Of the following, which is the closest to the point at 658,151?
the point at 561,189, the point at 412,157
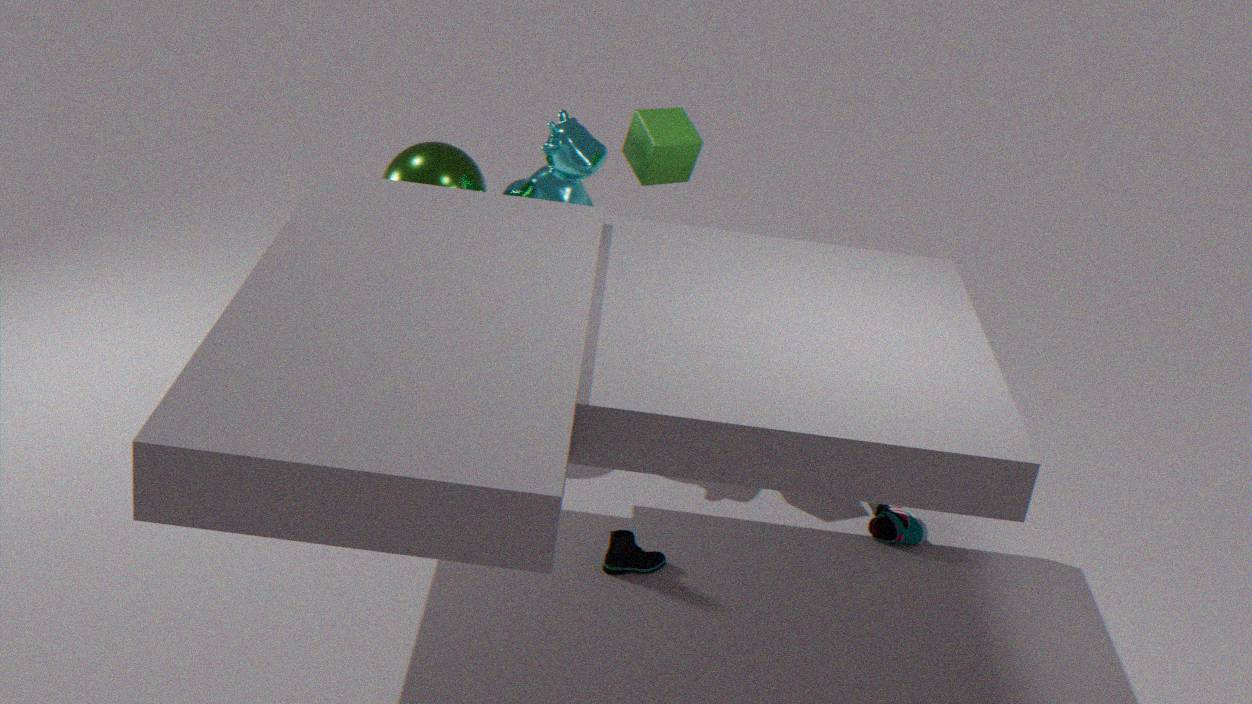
the point at 561,189
